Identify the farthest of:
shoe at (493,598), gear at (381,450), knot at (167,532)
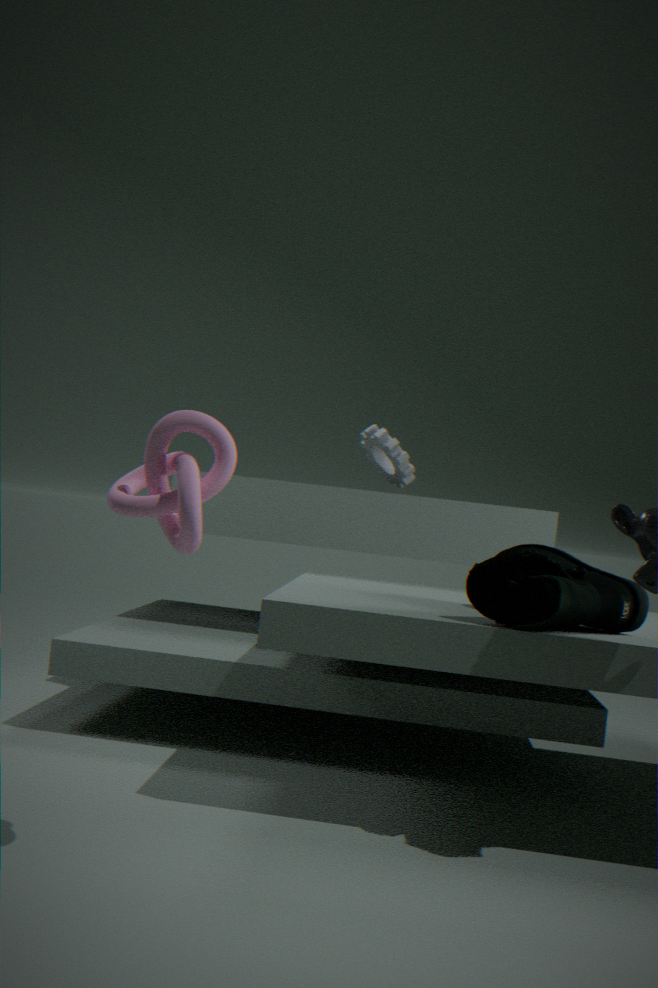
gear at (381,450)
